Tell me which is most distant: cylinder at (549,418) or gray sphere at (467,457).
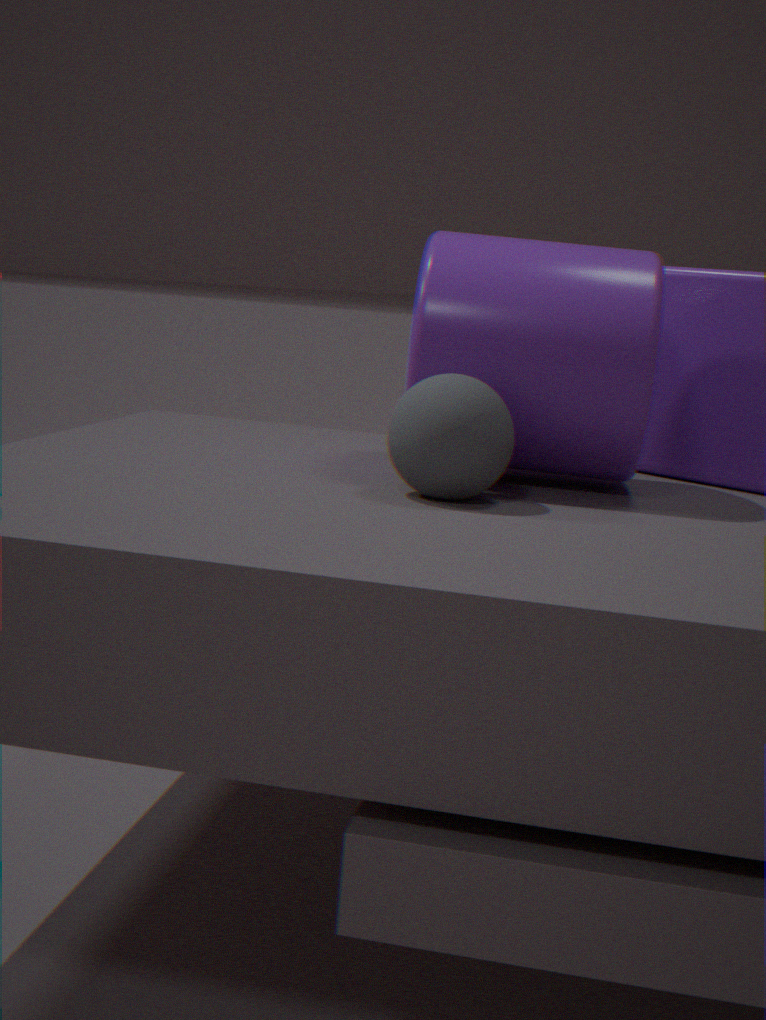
cylinder at (549,418)
